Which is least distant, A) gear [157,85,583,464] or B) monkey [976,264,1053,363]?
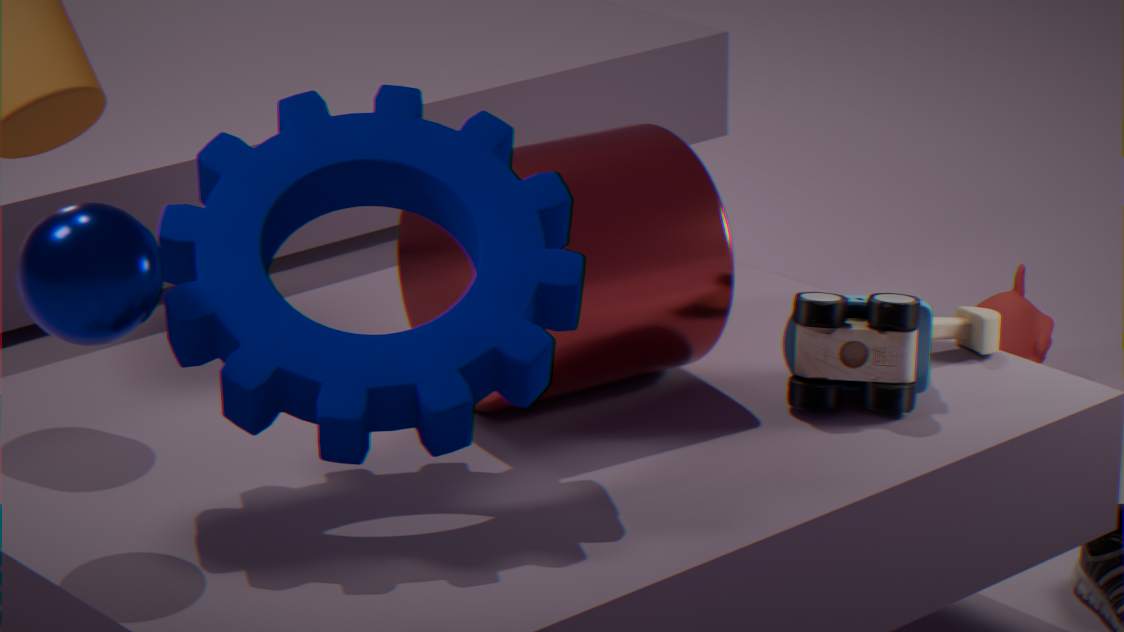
A. gear [157,85,583,464]
